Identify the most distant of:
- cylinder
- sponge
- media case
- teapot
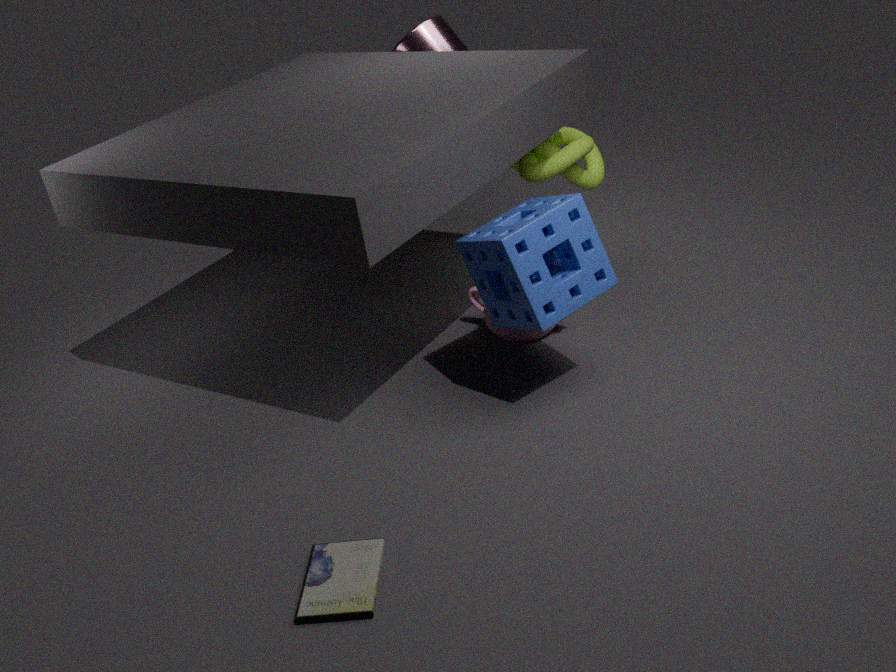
cylinder
